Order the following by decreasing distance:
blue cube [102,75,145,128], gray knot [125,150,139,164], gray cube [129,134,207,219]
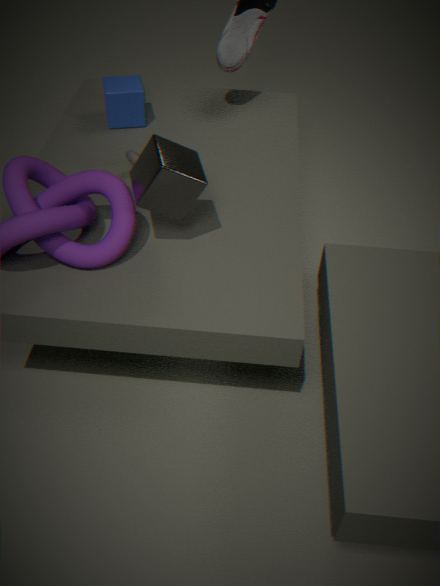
blue cube [102,75,145,128] < gray knot [125,150,139,164] < gray cube [129,134,207,219]
